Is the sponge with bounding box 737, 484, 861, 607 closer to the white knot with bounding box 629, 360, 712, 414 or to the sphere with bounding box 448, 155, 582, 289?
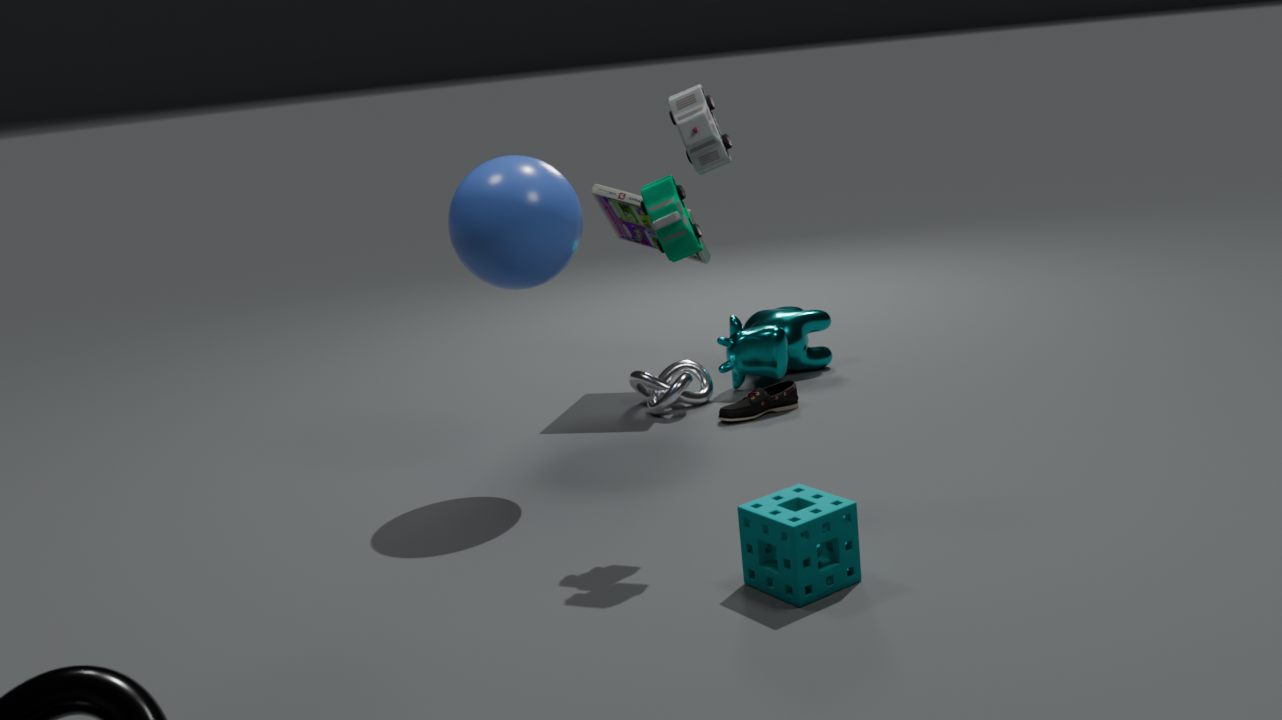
the sphere with bounding box 448, 155, 582, 289
